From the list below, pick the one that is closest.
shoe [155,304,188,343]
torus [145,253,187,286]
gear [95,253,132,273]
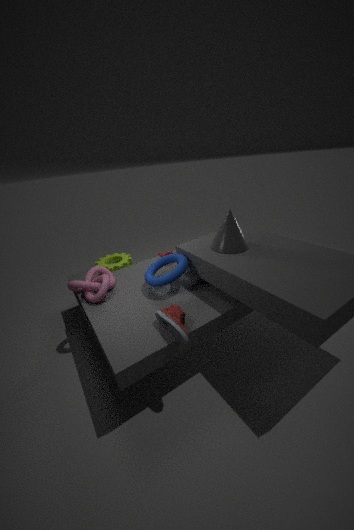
shoe [155,304,188,343]
